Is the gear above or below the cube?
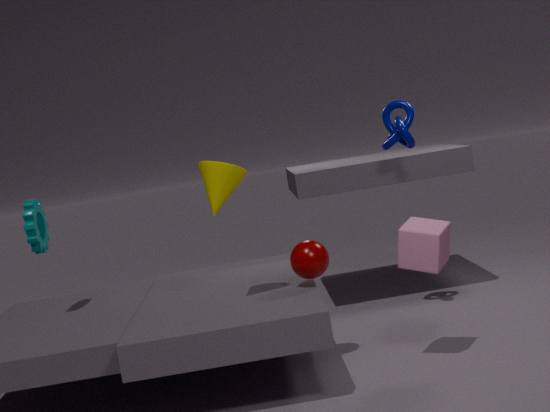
above
